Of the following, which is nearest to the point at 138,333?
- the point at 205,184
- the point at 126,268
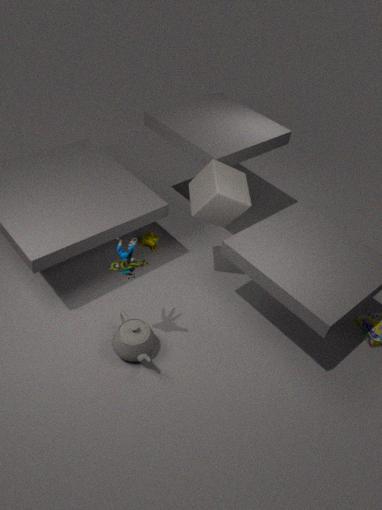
the point at 126,268
